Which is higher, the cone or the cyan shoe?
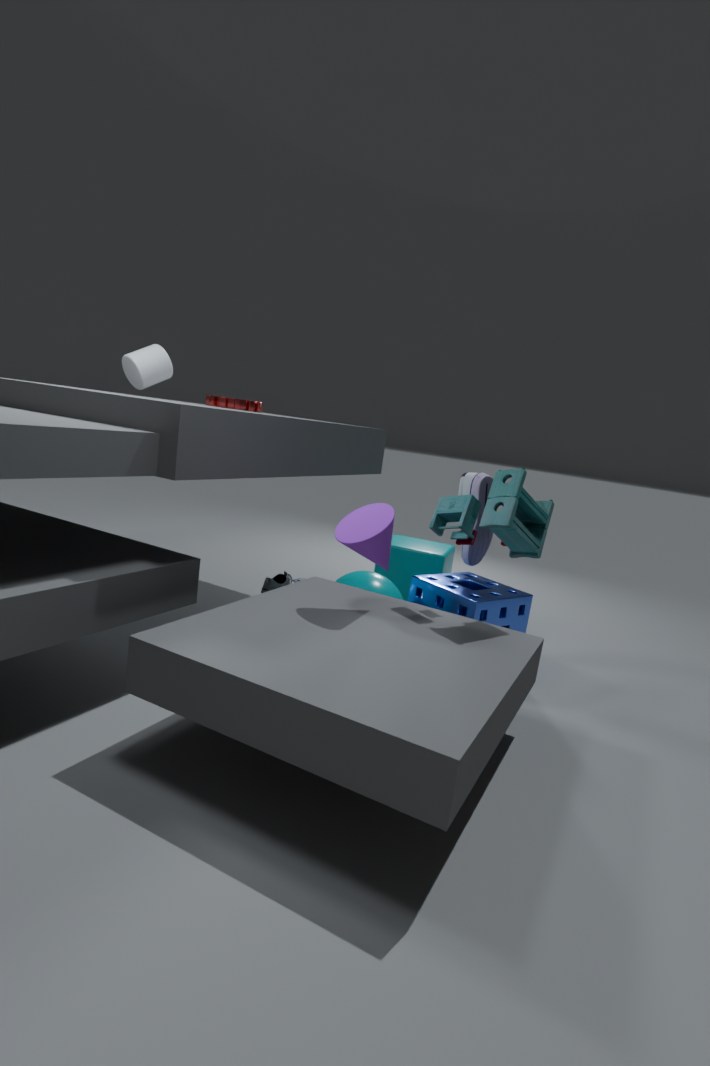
the cone
